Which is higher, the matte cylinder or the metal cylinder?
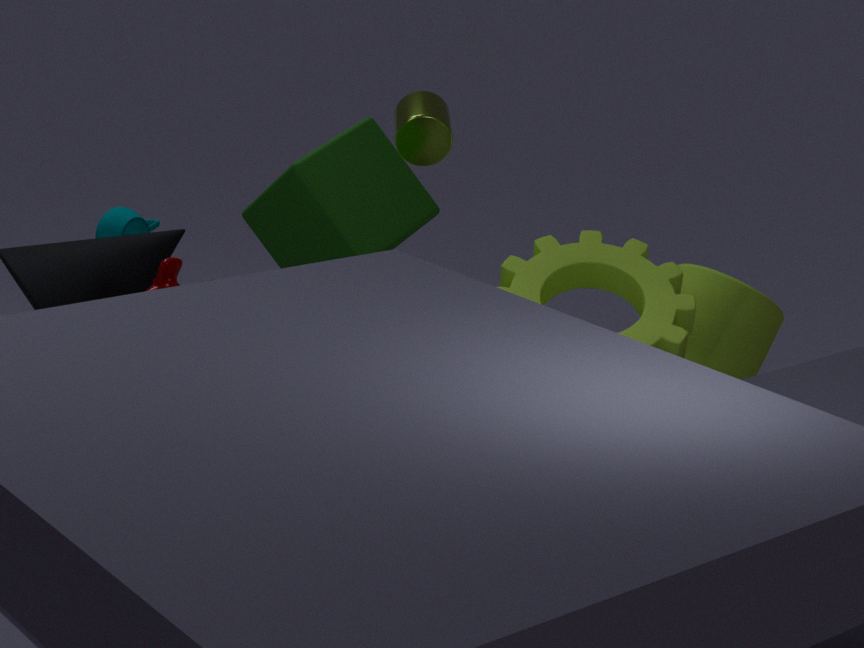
the metal cylinder
